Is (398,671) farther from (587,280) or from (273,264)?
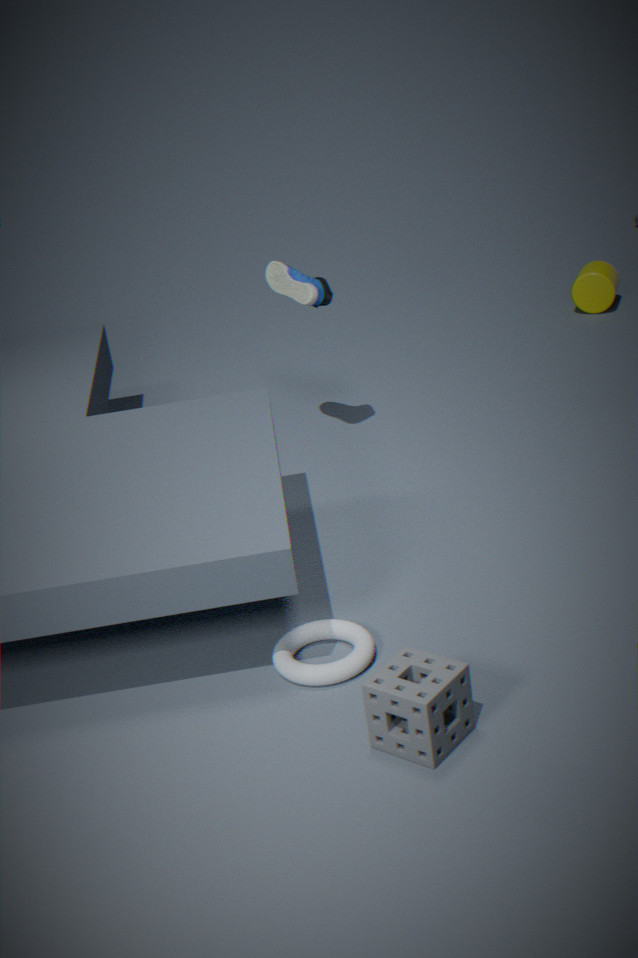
(587,280)
